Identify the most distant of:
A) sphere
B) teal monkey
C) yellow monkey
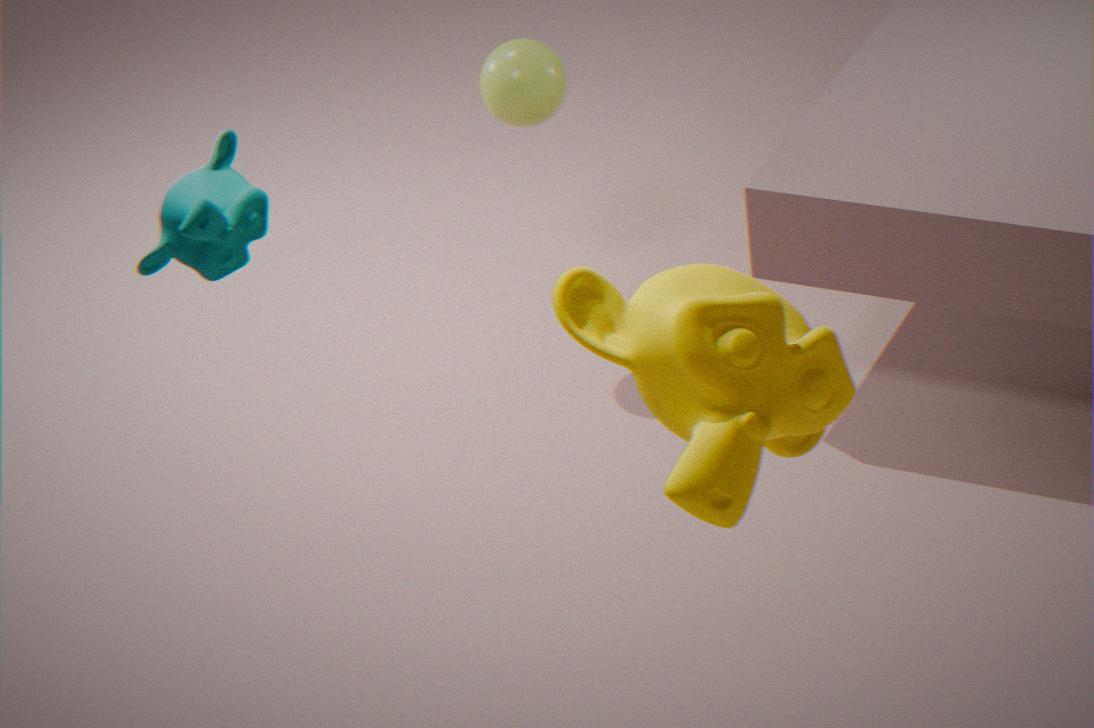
A. sphere
